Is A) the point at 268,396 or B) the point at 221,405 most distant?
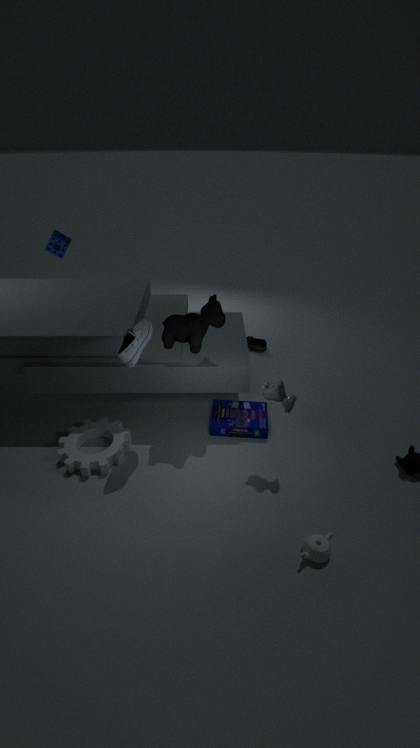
B. the point at 221,405
